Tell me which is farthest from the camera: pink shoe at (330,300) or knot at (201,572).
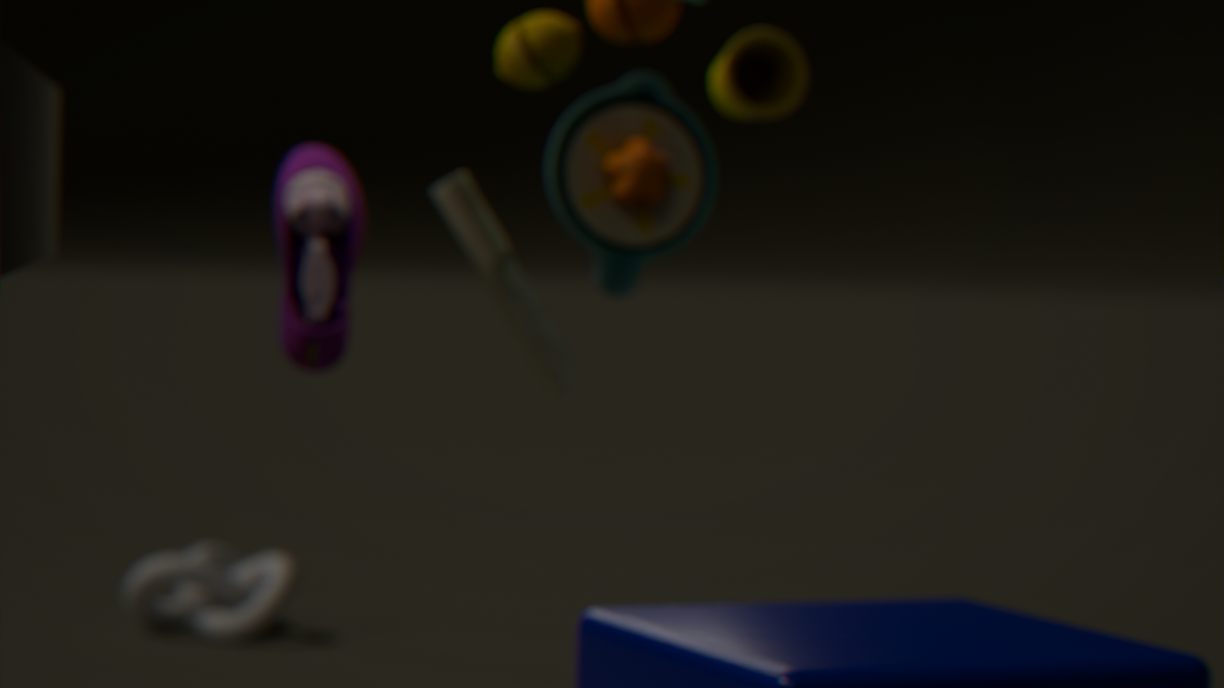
knot at (201,572)
